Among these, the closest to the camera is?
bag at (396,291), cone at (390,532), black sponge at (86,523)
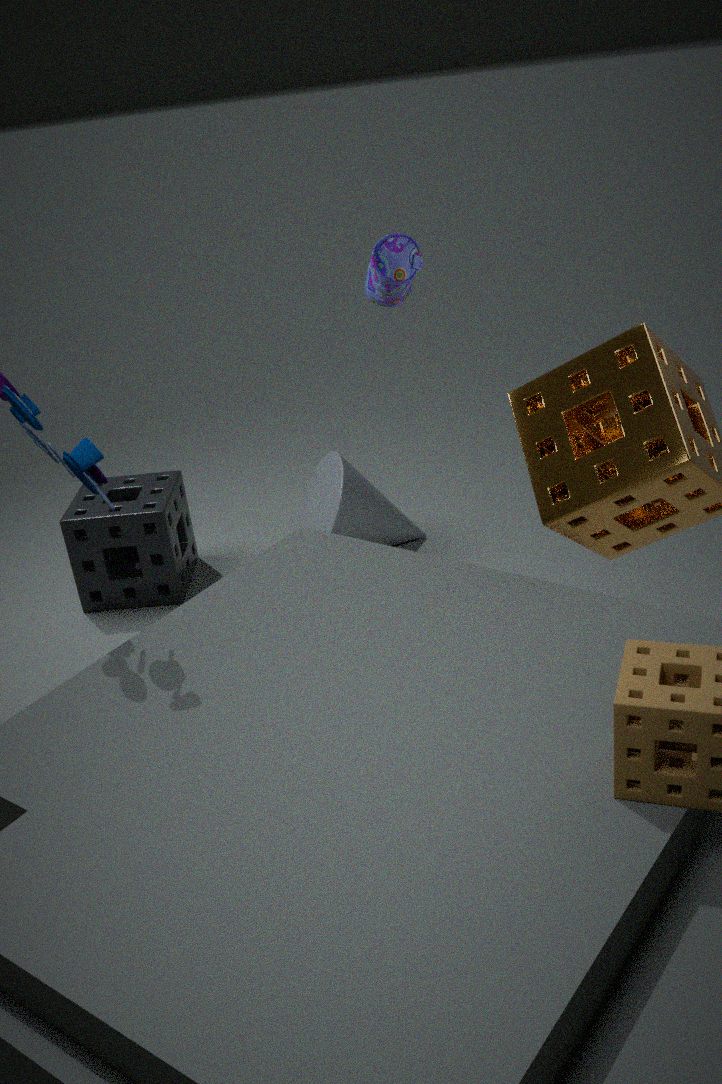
bag at (396,291)
